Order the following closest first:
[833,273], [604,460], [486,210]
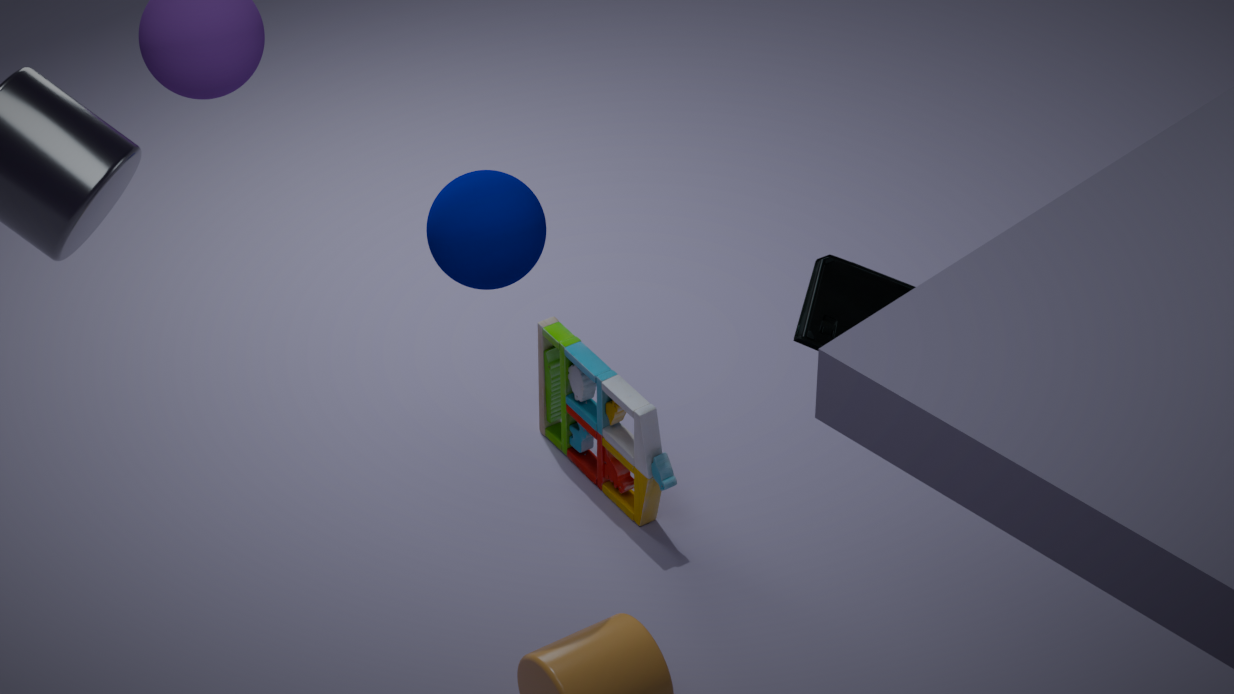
[833,273], [486,210], [604,460]
